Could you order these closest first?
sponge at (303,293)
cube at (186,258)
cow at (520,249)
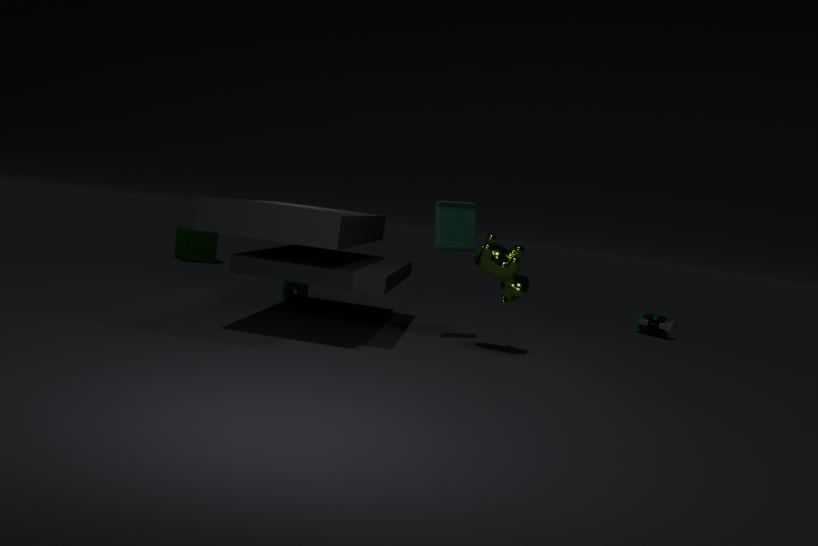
1. cow at (520,249)
2. sponge at (303,293)
3. cube at (186,258)
